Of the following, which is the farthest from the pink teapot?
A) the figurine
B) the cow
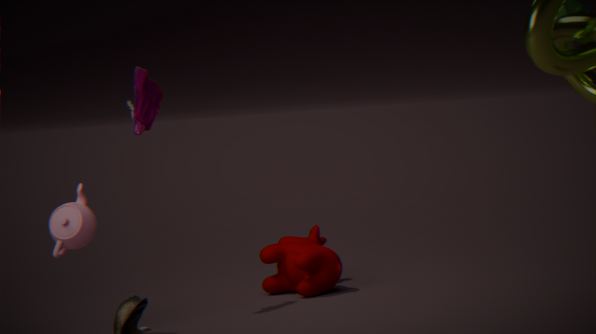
the cow
